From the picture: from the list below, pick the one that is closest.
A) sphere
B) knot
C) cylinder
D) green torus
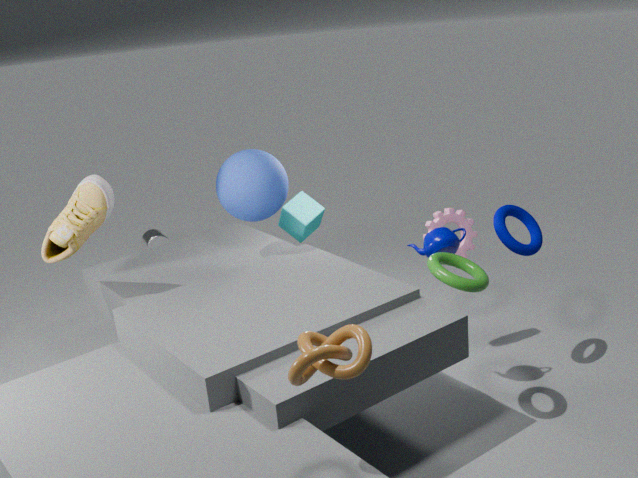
knot
